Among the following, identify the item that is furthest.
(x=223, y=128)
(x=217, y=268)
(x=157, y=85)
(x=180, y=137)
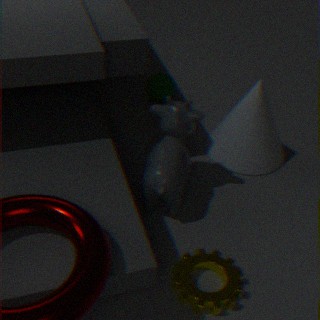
(x=157, y=85)
